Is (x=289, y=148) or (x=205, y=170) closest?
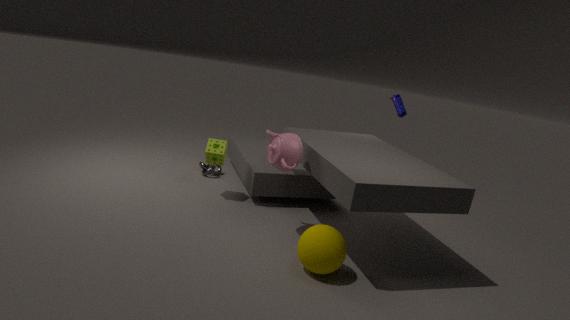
(x=289, y=148)
